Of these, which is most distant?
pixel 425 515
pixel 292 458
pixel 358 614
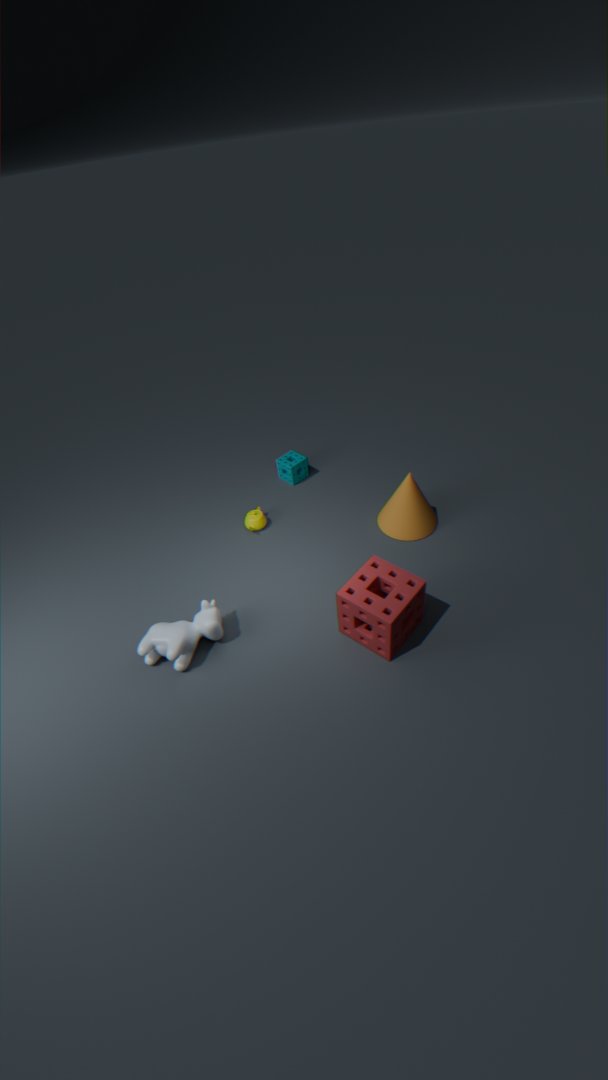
pixel 292 458
